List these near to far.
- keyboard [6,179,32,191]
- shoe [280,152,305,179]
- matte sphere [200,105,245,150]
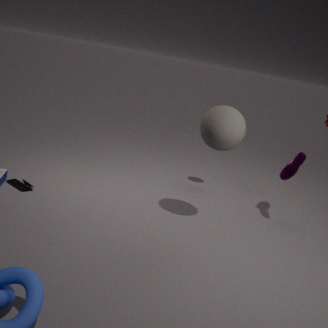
matte sphere [200,105,245,150]
keyboard [6,179,32,191]
shoe [280,152,305,179]
